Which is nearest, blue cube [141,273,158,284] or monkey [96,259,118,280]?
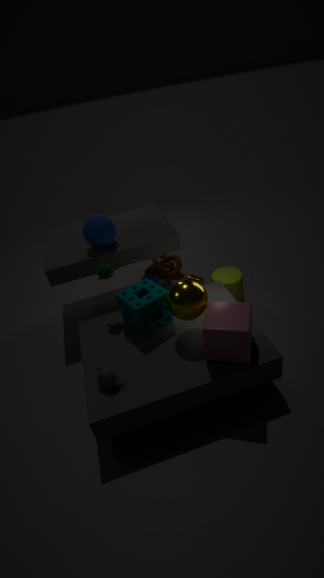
monkey [96,259,118,280]
